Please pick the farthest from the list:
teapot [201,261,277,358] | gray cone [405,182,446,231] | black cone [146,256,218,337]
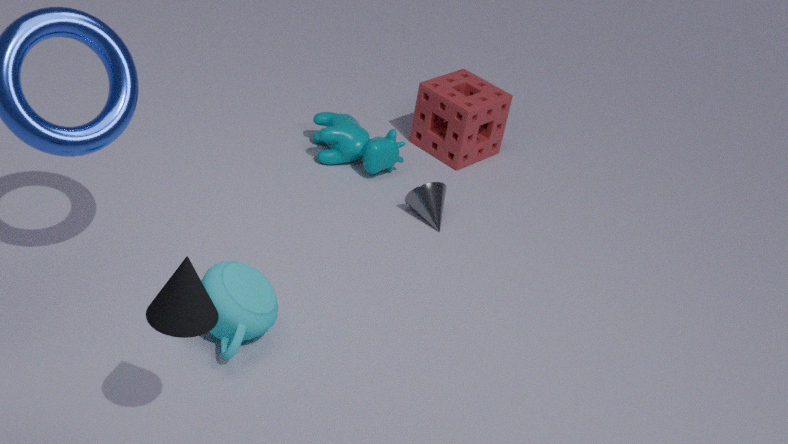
gray cone [405,182,446,231]
